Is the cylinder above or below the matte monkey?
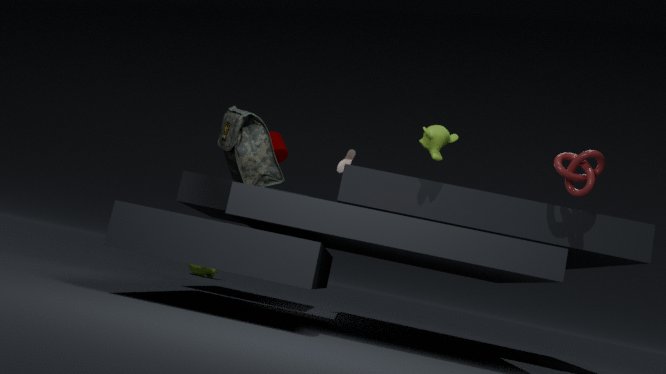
above
